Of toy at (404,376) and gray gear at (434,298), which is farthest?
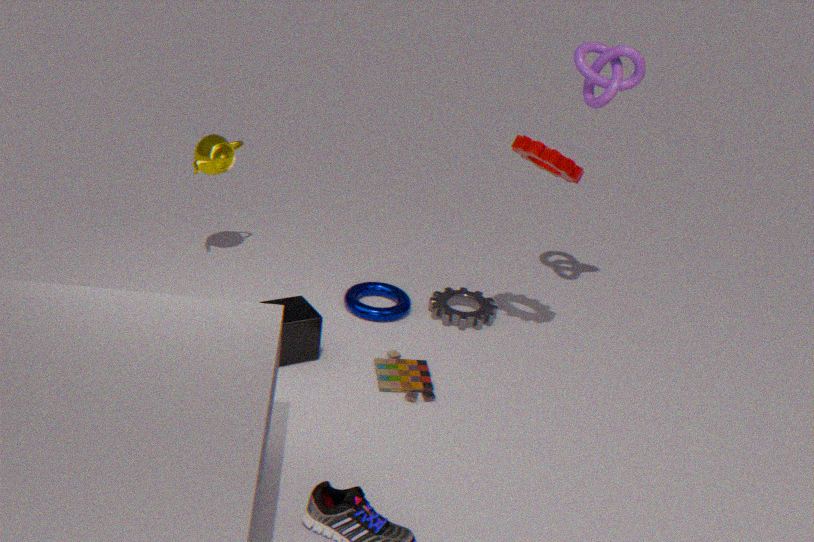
gray gear at (434,298)
